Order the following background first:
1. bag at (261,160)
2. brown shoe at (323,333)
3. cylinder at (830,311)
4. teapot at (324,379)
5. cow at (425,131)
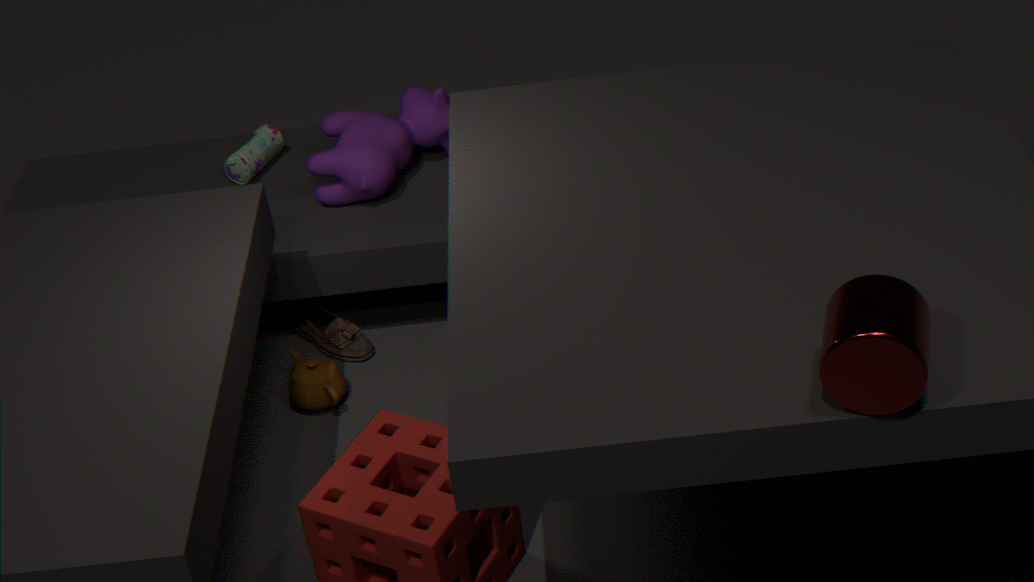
bag at (261,160)
brown shoe at (323,333)
cow at (425,131)
teapot at (324,379)
cylinder at (830,311)
